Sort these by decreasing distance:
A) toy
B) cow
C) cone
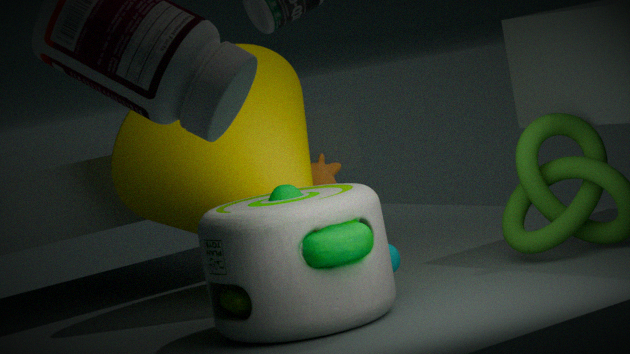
cow, cone, toy
